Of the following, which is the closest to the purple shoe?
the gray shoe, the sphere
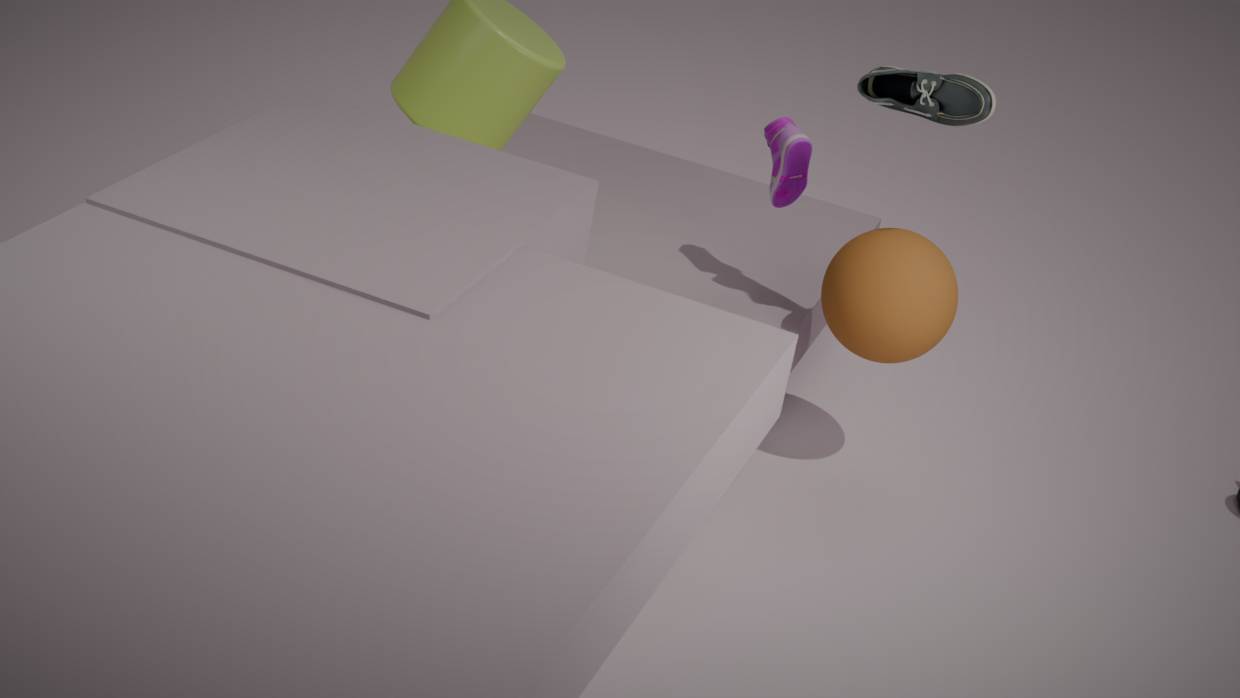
the sphere
